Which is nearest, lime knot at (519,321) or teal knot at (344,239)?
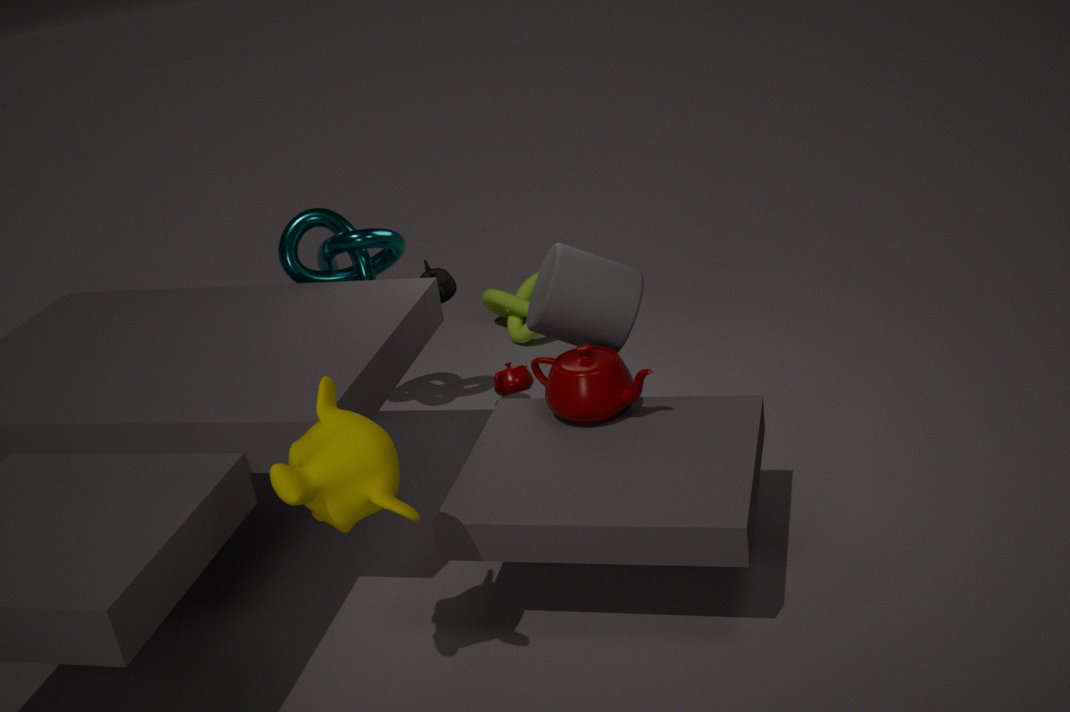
teal knot at (344,239)
